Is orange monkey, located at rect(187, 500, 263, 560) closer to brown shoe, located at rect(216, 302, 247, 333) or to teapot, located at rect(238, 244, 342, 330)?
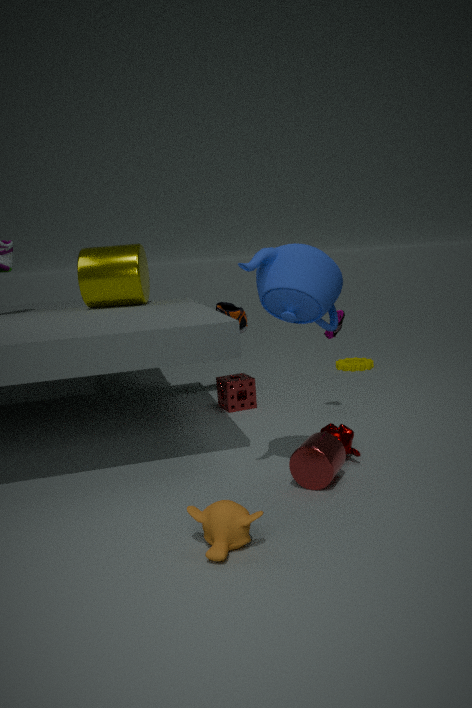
teapot, located at rect(238, 244, 342, 330)
